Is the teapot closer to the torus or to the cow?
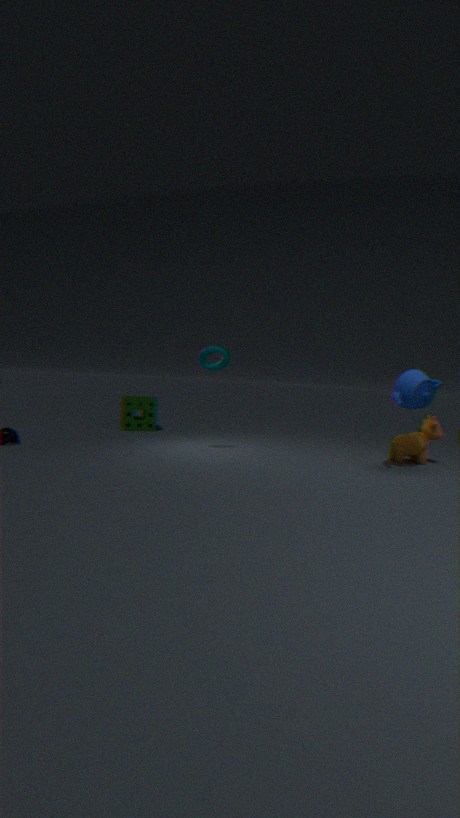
the cow
